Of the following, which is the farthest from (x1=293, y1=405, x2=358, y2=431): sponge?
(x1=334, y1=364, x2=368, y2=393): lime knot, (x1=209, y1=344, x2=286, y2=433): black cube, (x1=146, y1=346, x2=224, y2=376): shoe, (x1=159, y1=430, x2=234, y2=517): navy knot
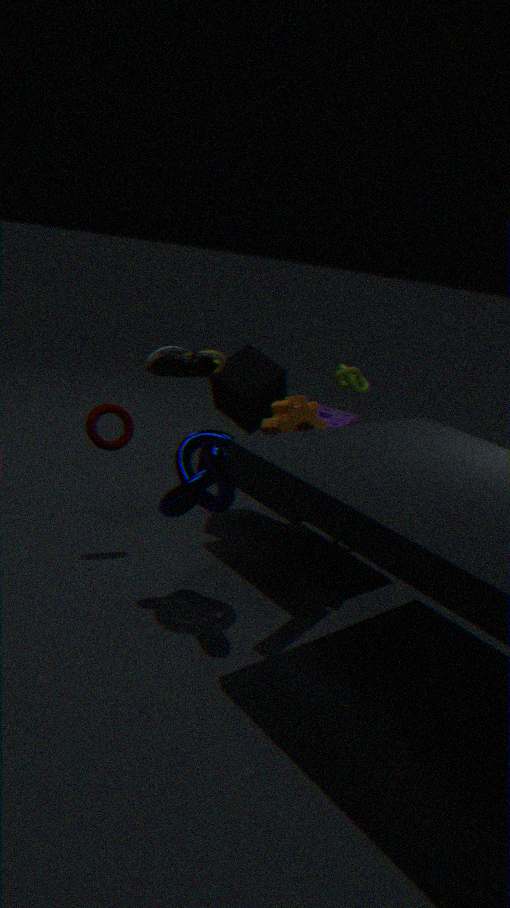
(x1=146, y1=346, x2=224, y2=376): shoe
